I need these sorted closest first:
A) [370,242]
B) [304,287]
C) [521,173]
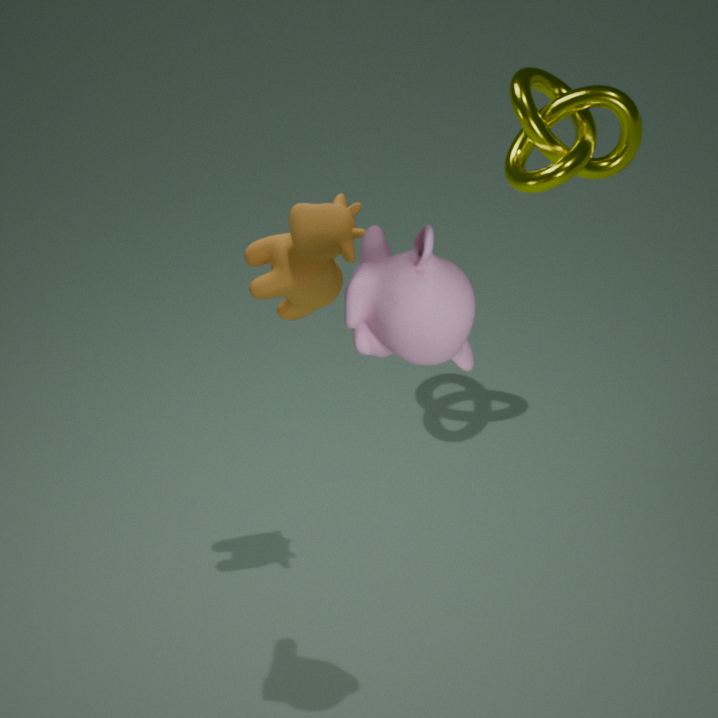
[370,242] < [304,287] < [521,173]
